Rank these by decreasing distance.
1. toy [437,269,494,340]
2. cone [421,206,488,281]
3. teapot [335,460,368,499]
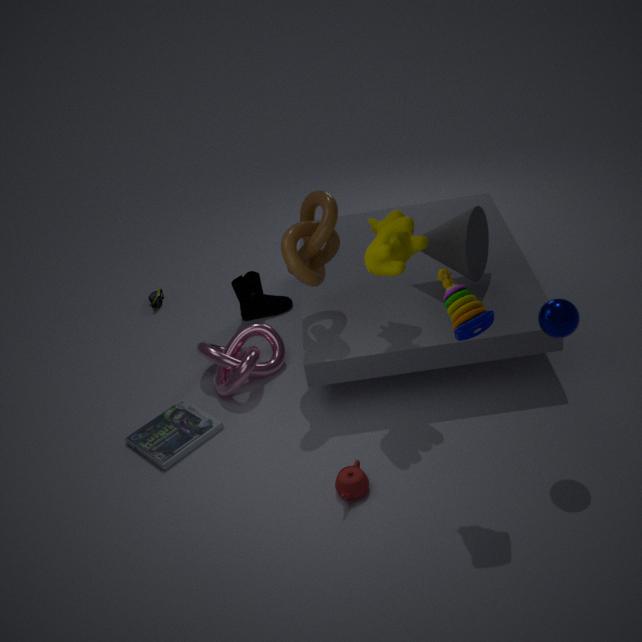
1. cone [421,206,488,281]
2. teapot [335,460,368,499]
3. toy [437,269,494,340]
